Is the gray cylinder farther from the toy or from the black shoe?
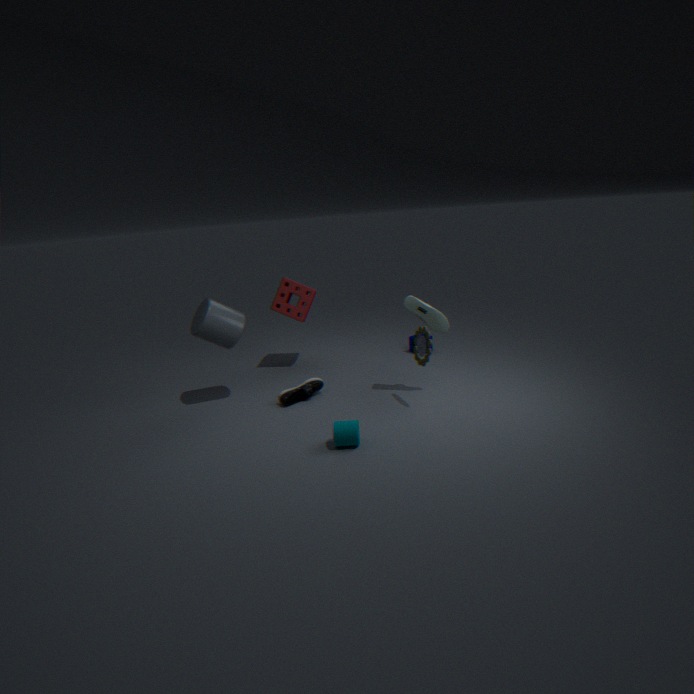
the toy
